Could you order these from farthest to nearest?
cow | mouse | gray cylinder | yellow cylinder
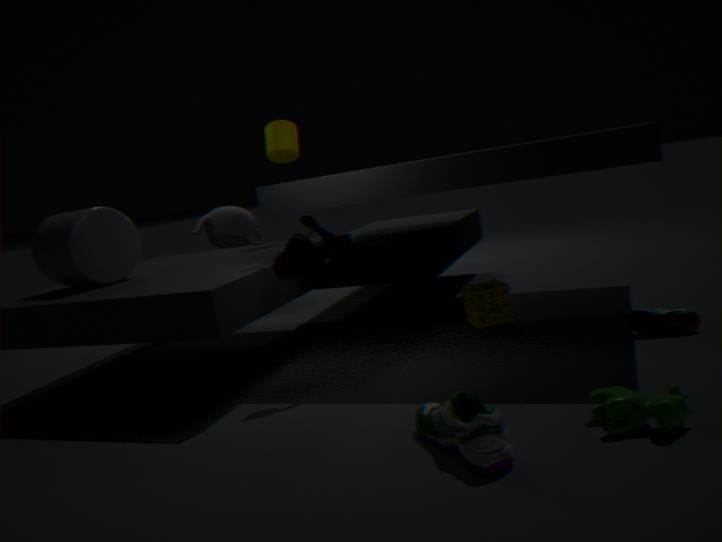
yellow cylinder, gray cylinder, mouse, cow
